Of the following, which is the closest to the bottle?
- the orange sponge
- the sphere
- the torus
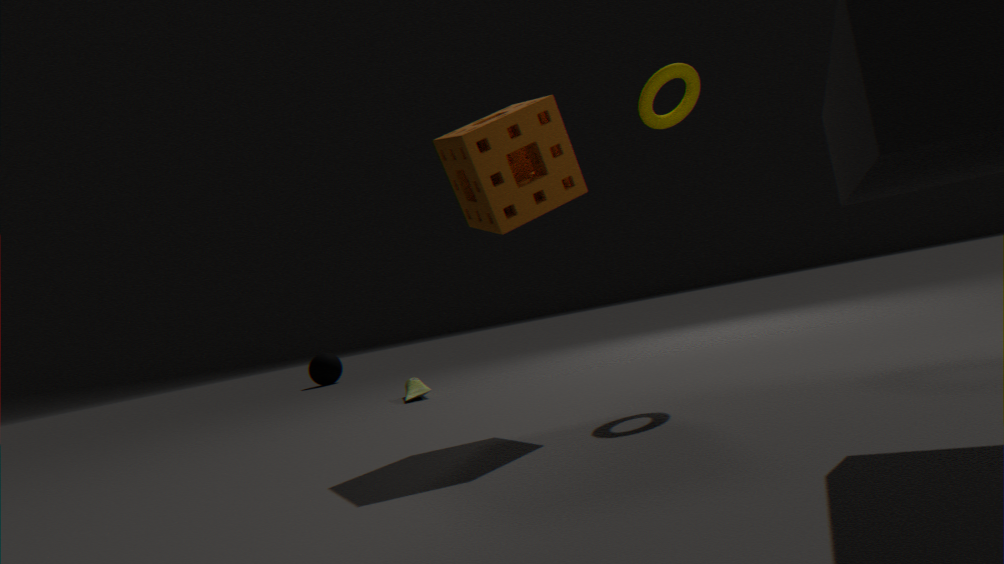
the orange sponge
